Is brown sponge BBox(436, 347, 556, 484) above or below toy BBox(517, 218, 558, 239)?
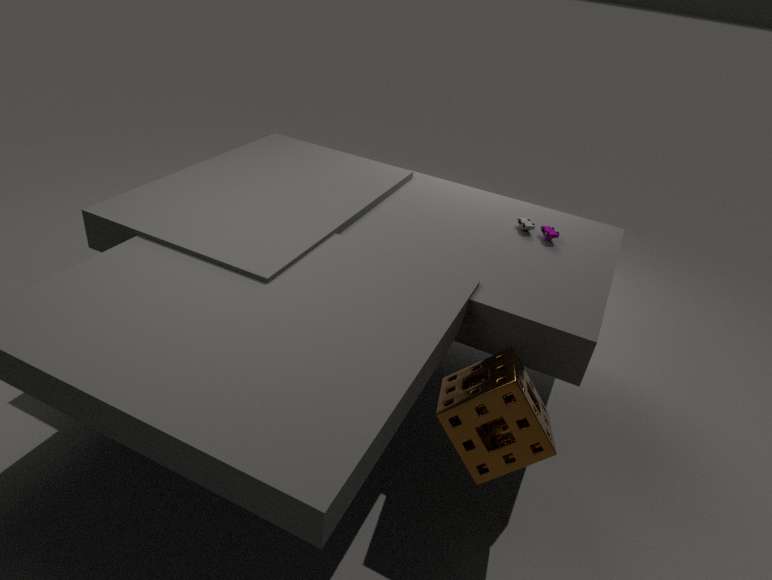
below
